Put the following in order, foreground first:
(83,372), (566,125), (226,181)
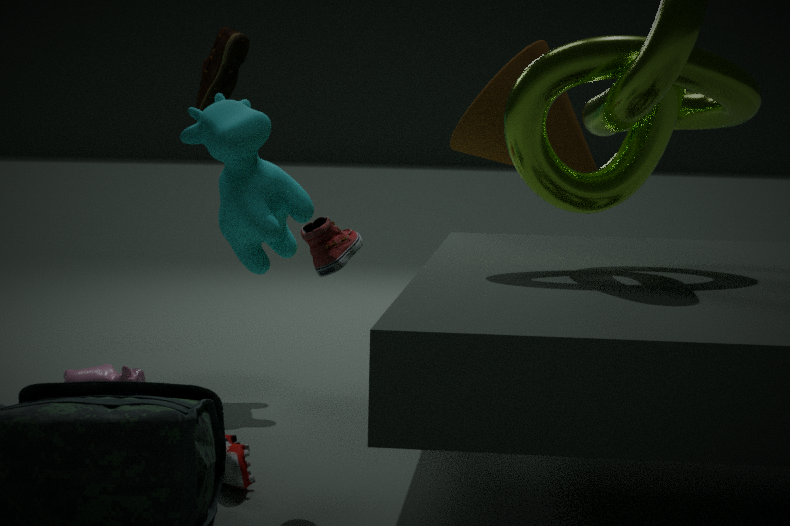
(83,372)
(226,181)
(566,125)
